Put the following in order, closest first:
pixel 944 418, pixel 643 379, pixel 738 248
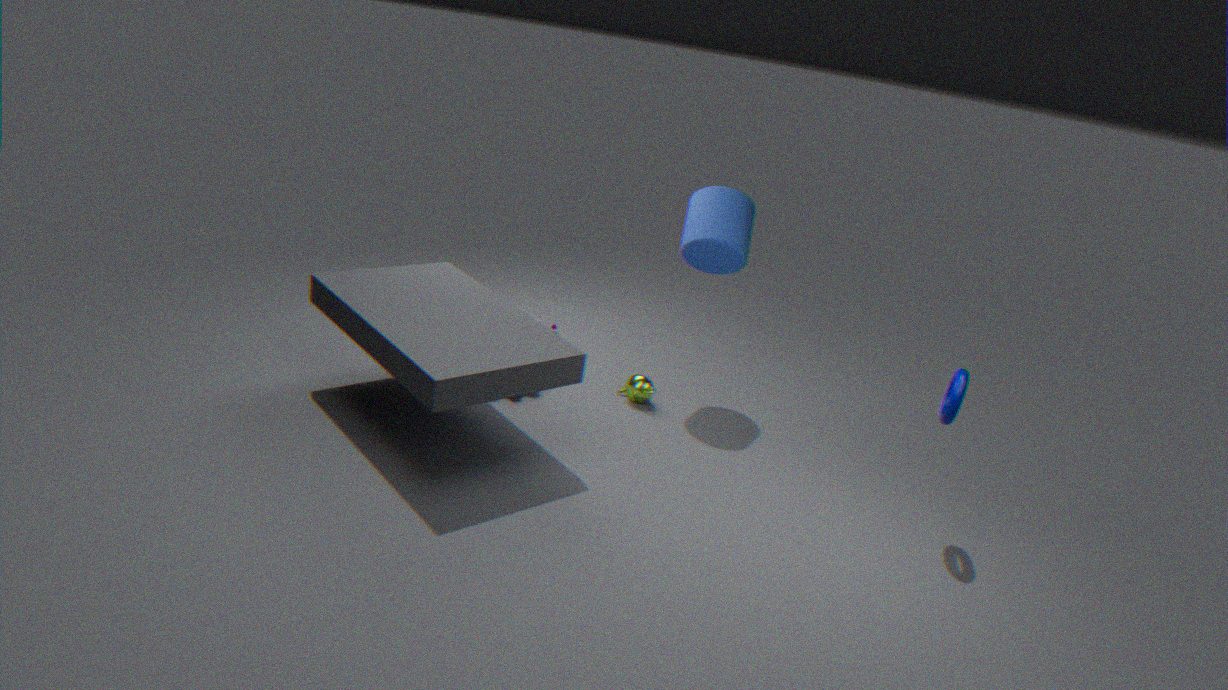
1. pixel 944 418
2. pixel 738 248
3. pixel 643 379
